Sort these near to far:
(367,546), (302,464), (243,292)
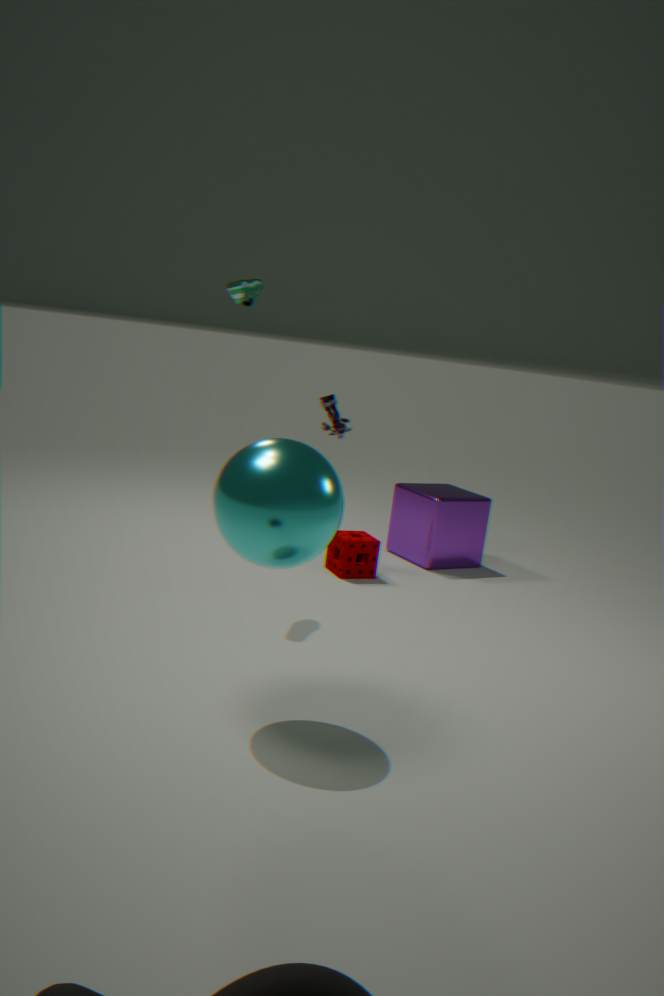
(302,464), (243,292), (367,546)
